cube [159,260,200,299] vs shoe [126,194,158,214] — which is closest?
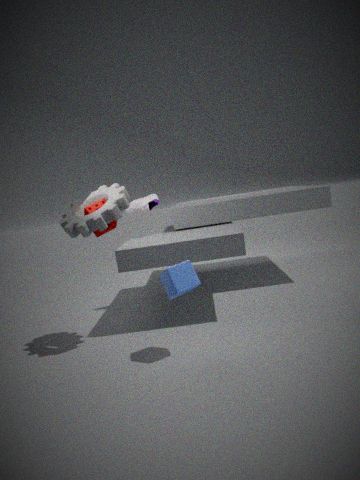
cube [159,260,200,299]
